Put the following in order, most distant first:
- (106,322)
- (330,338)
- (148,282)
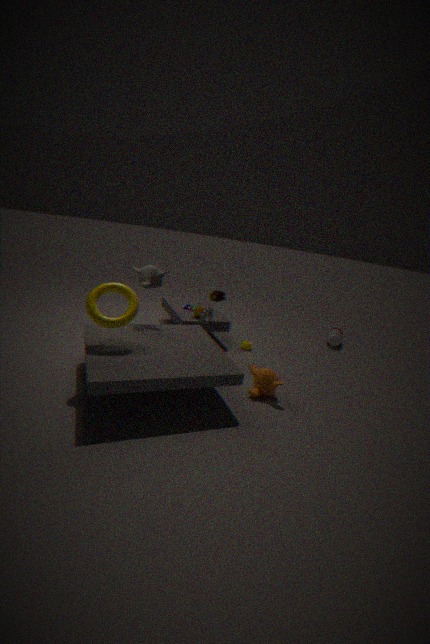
(330,338) → (148,282) → (106,322)
